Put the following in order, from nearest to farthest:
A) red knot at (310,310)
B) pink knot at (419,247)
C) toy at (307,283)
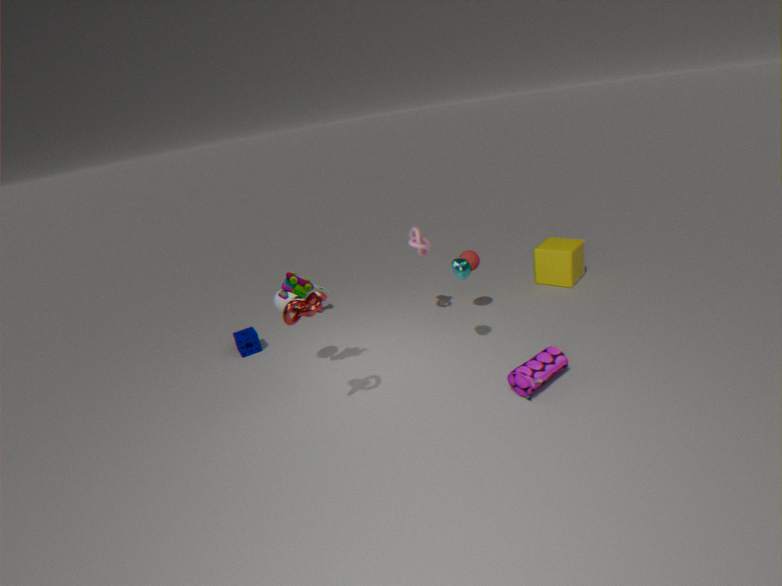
red knot at (310,310) → toy at (307,283) → pink knot at (419,247)
